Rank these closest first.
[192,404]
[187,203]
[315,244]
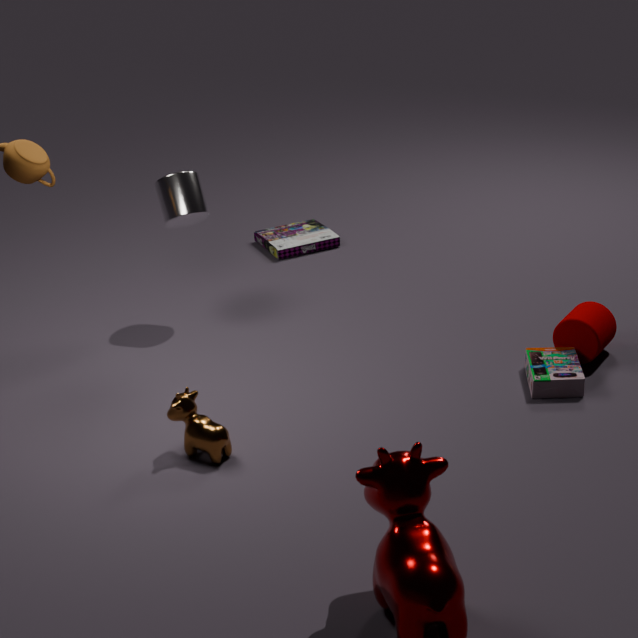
1. [192,404]
2. [187,203]
3. [315,244]
